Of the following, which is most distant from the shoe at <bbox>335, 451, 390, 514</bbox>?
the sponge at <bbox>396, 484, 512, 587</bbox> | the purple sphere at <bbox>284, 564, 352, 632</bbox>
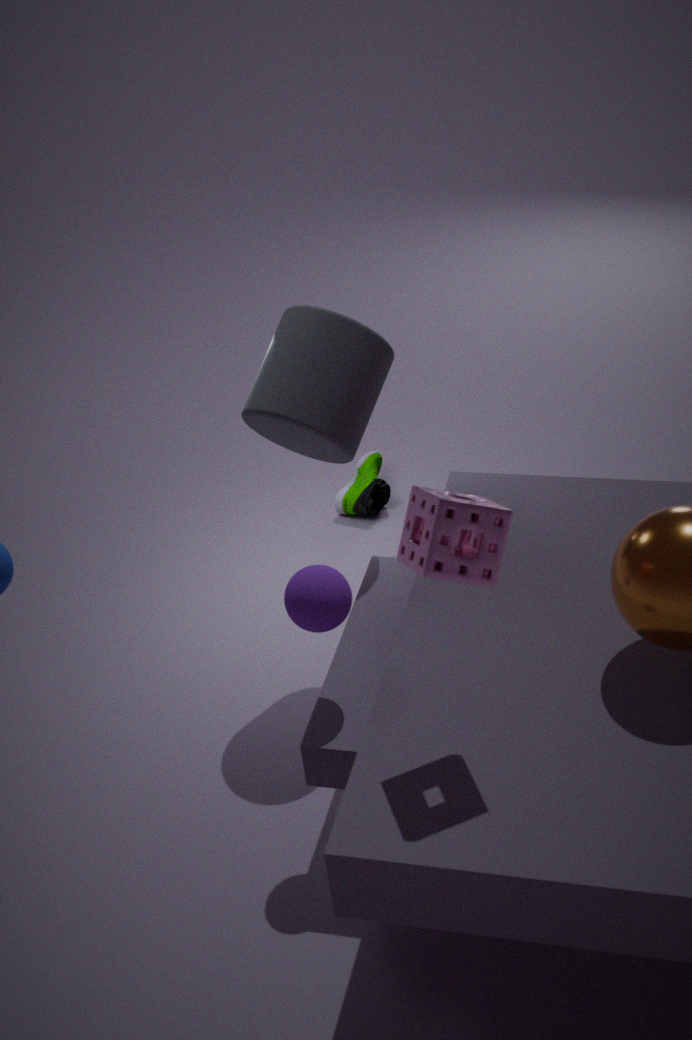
the sponge at <bbox>396, 484, 512, 587</bbox>
